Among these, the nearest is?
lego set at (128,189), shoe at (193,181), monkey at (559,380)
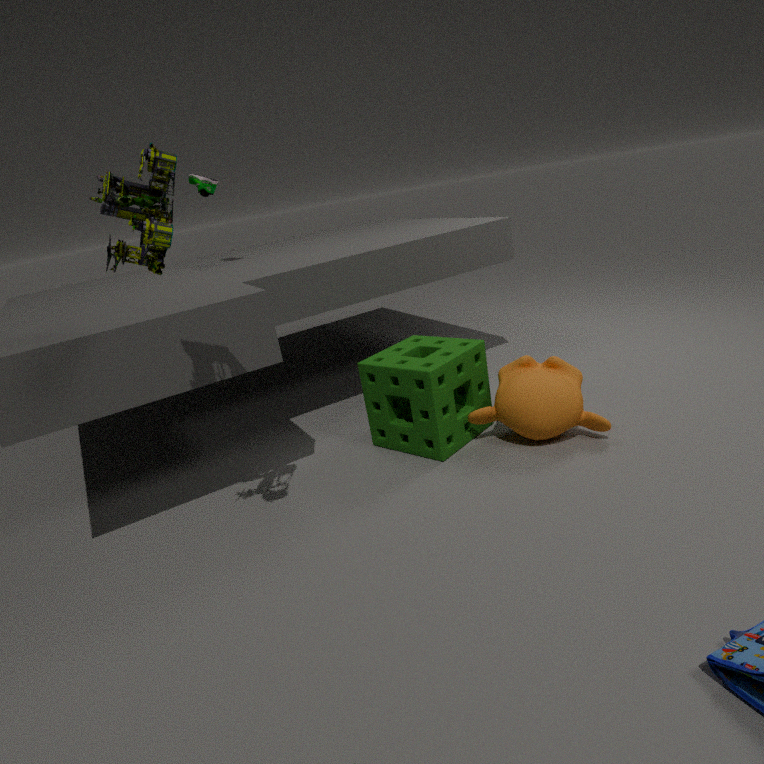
lego set at (128,189)
